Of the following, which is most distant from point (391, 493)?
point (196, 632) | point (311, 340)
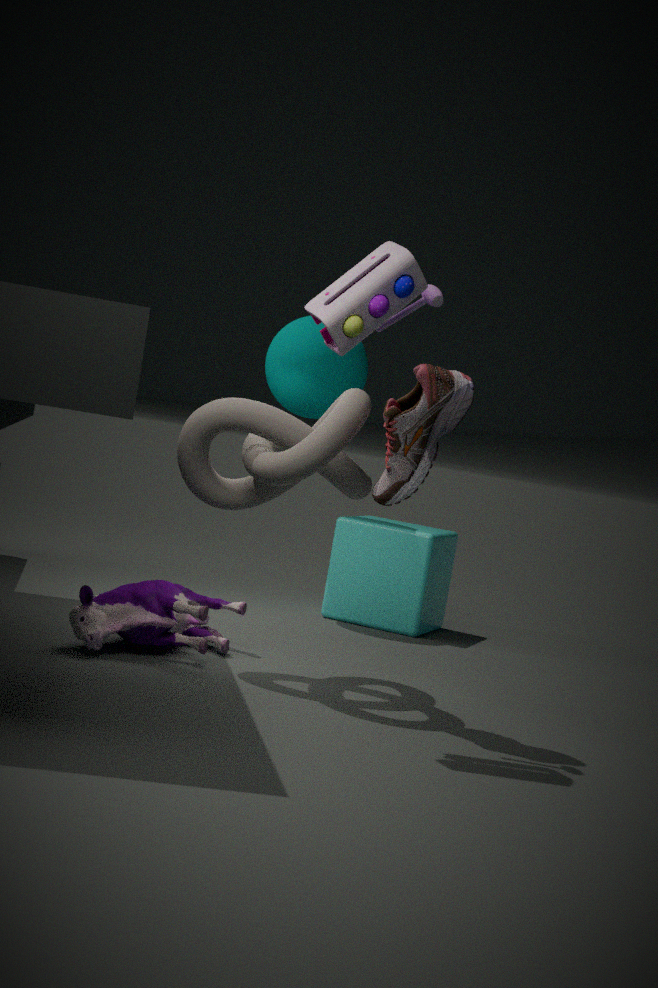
point (311, 340)
